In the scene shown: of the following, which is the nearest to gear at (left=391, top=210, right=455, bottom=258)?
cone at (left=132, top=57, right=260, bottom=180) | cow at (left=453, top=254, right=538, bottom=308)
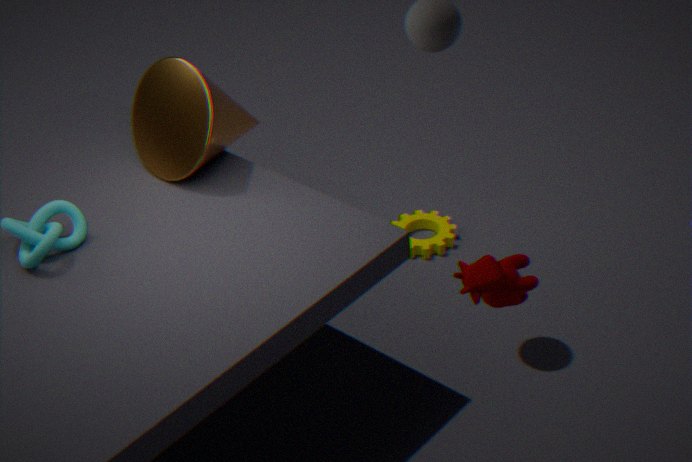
cone at (left=132, top=57, right=260, bottom=180)
